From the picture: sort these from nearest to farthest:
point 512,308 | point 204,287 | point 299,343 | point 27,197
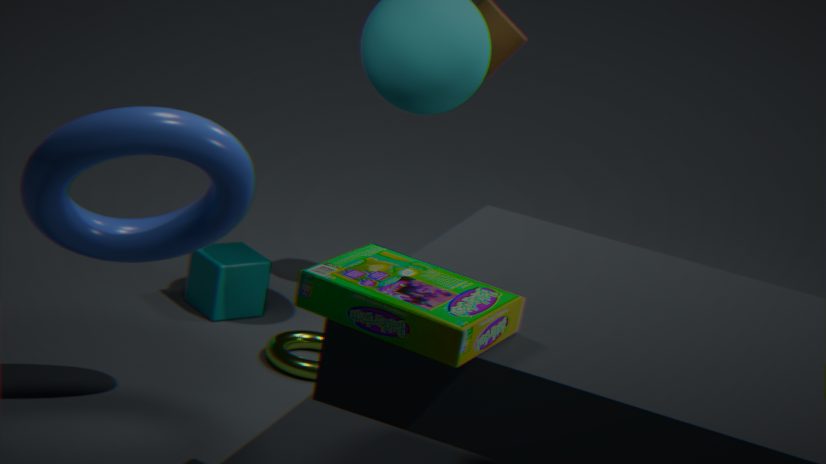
point 512,308
point 27,197
point 299,343
point 204,287
